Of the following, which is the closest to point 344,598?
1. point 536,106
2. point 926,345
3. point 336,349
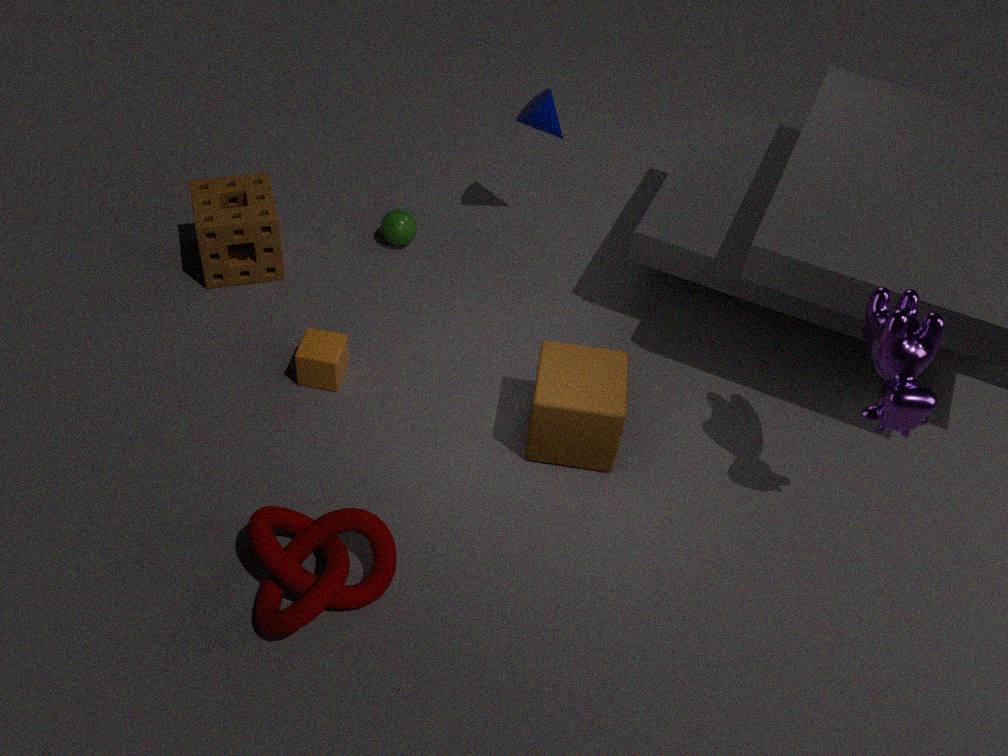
point 336,349
